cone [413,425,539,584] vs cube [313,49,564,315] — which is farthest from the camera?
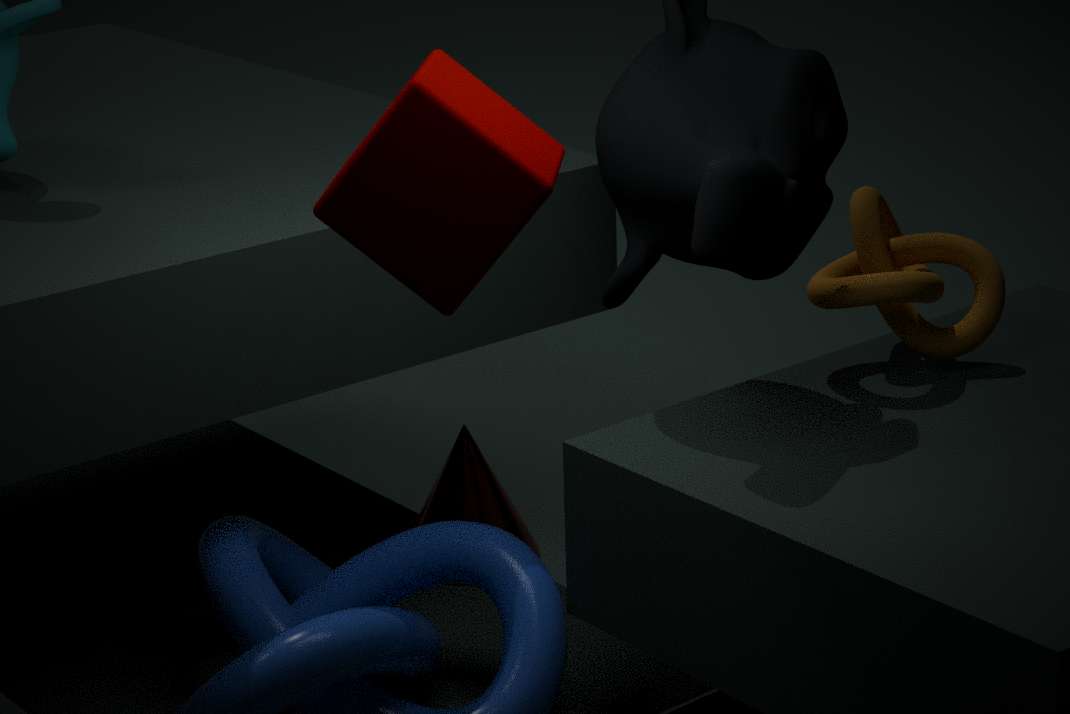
cone [413,425,539,584]
